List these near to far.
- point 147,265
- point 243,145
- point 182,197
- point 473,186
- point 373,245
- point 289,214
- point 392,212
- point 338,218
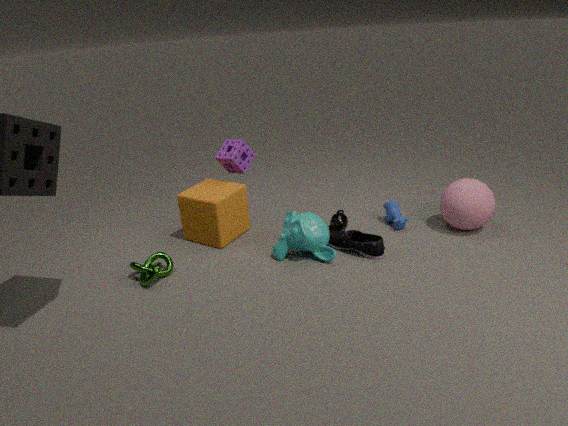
point 373,245 < point 147,265 < point 289,214 < point 473,186 < point 182,197 < point 338,218 < point 392,212 < point 243,145
